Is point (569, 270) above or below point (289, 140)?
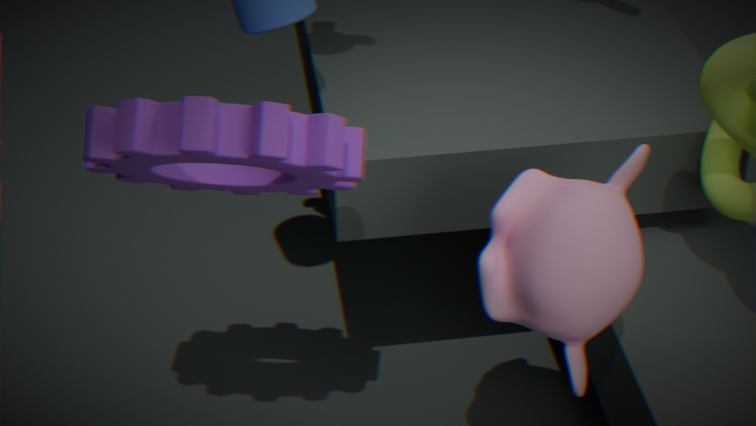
below
